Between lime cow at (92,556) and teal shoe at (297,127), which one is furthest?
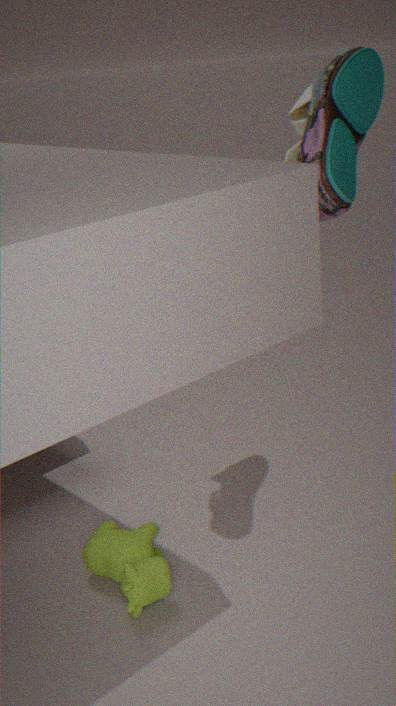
lime cow at (92,556)
